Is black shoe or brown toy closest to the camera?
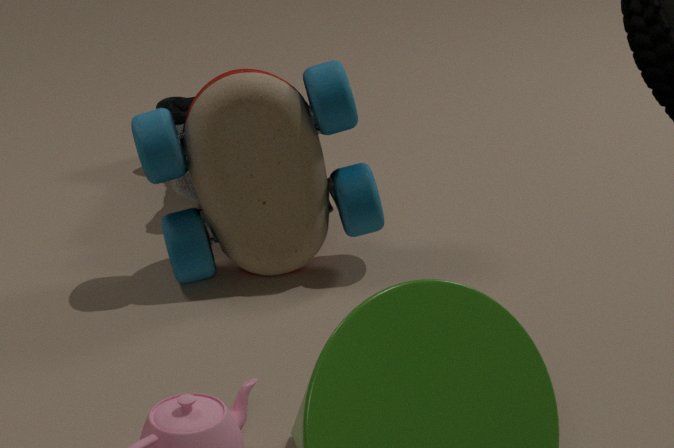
brown toy
